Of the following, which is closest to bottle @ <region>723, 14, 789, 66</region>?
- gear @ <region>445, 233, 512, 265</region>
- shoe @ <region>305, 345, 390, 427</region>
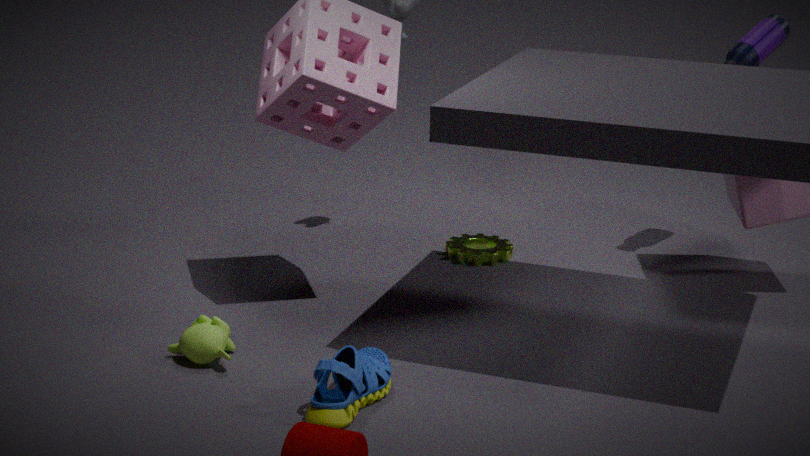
gear @ <region>445, 233, 512, 265</region>
